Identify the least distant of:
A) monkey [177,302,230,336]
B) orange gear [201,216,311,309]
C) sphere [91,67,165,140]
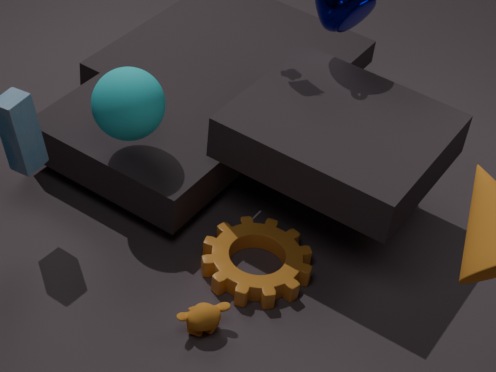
monkey [177,302,230,336]
